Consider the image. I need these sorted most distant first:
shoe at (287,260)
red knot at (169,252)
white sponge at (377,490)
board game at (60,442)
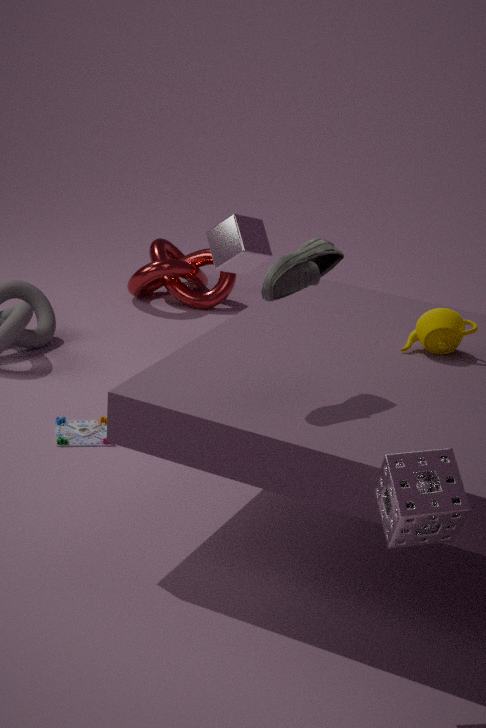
red knot at (169,252), board game at (60,442), shoe at (287,260), white sponge at (377,490)
